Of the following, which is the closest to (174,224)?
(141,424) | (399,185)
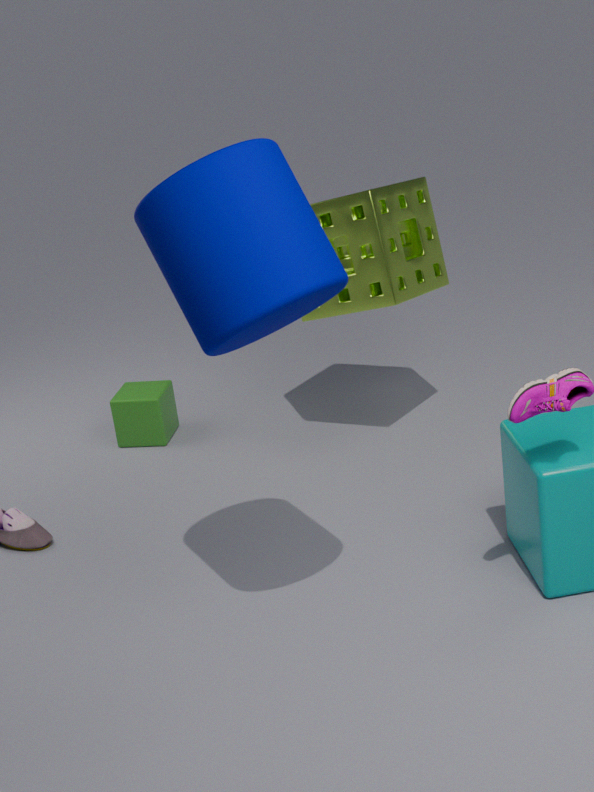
(399,185)
